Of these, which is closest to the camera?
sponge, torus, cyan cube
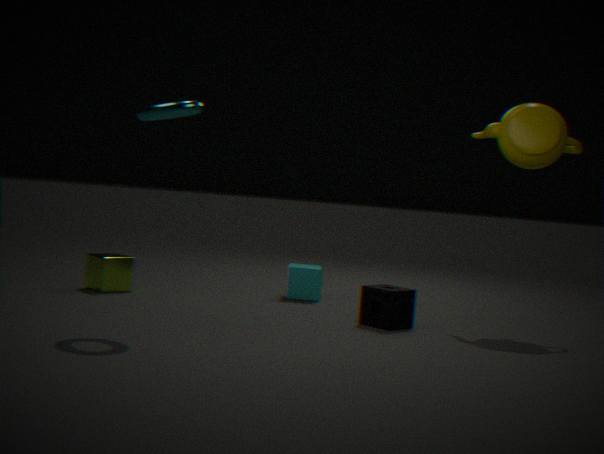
torus
